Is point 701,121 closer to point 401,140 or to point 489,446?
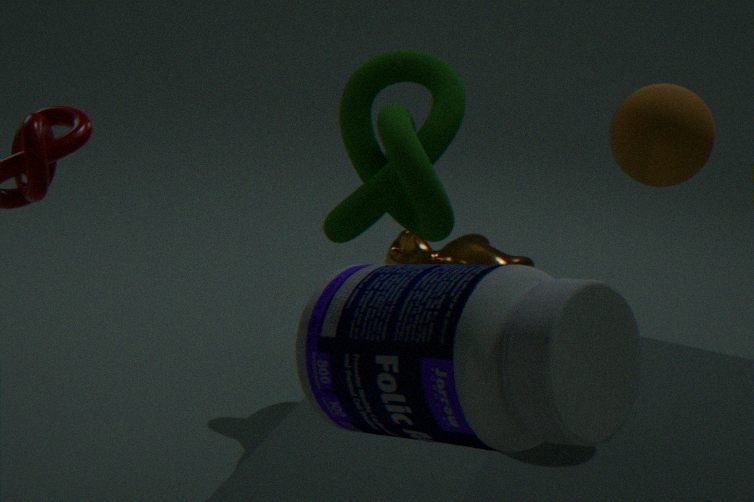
point 489,446
